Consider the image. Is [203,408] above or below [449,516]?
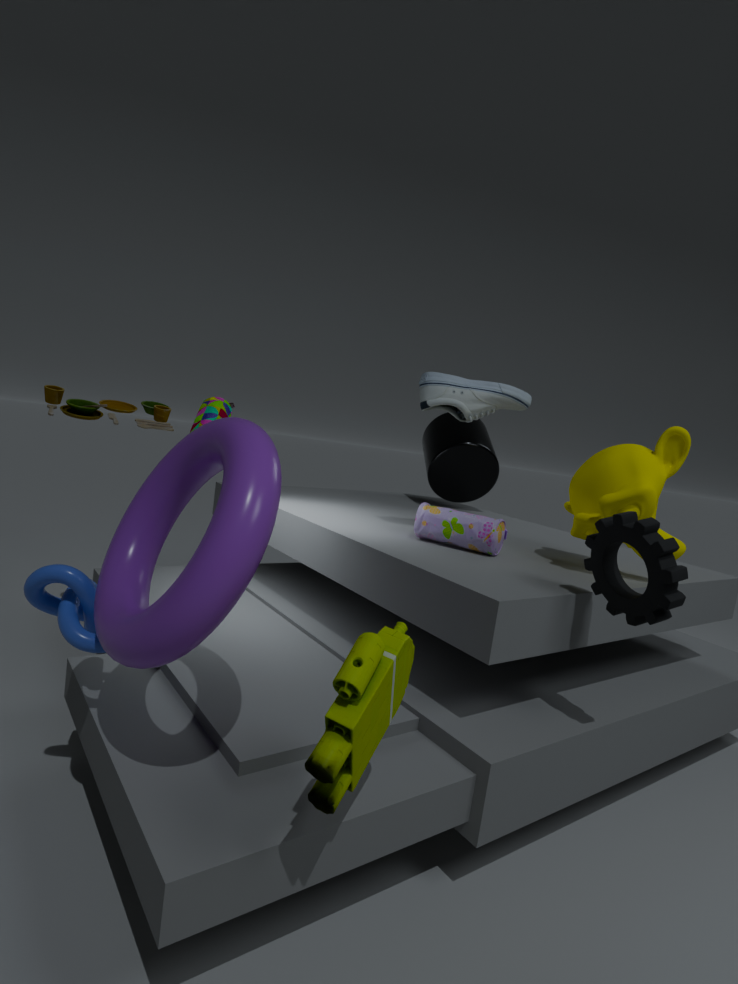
above
